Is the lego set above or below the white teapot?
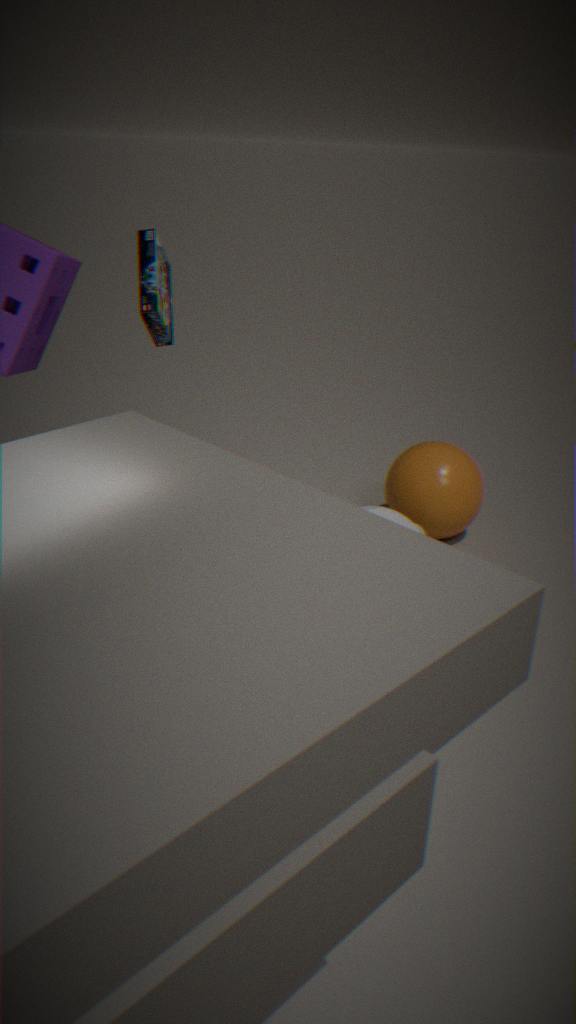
above
